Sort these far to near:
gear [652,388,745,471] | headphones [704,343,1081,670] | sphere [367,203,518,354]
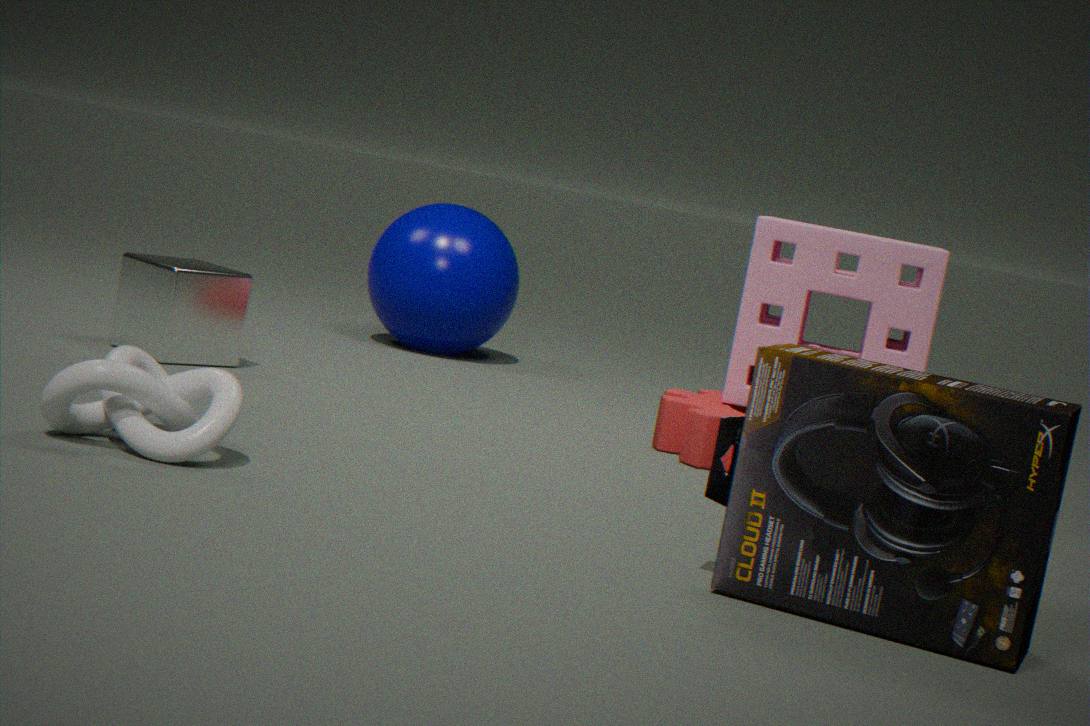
1. sphere [367,203,518,354]
2. gear [652,388,745,471]
3. headphones [704,343,1081,670]
